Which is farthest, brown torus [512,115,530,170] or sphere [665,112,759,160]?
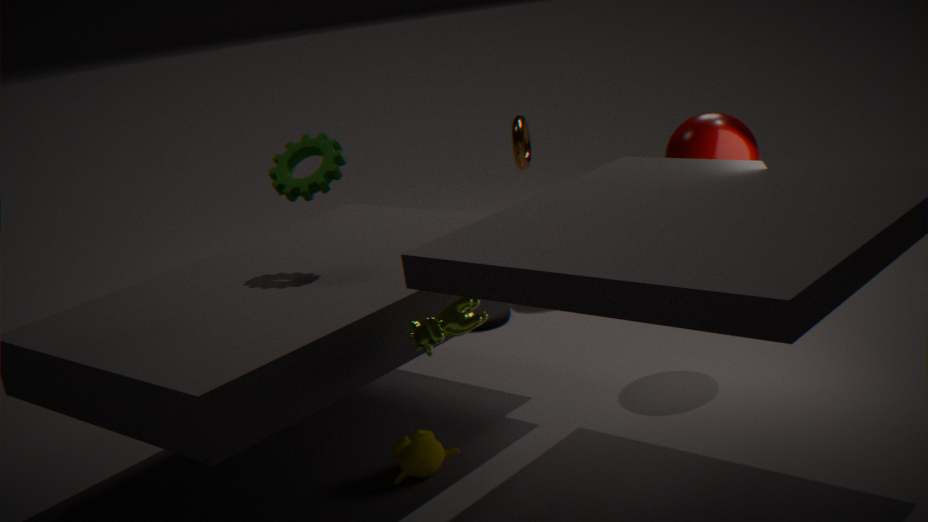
brown torus [512,115,530,170]
